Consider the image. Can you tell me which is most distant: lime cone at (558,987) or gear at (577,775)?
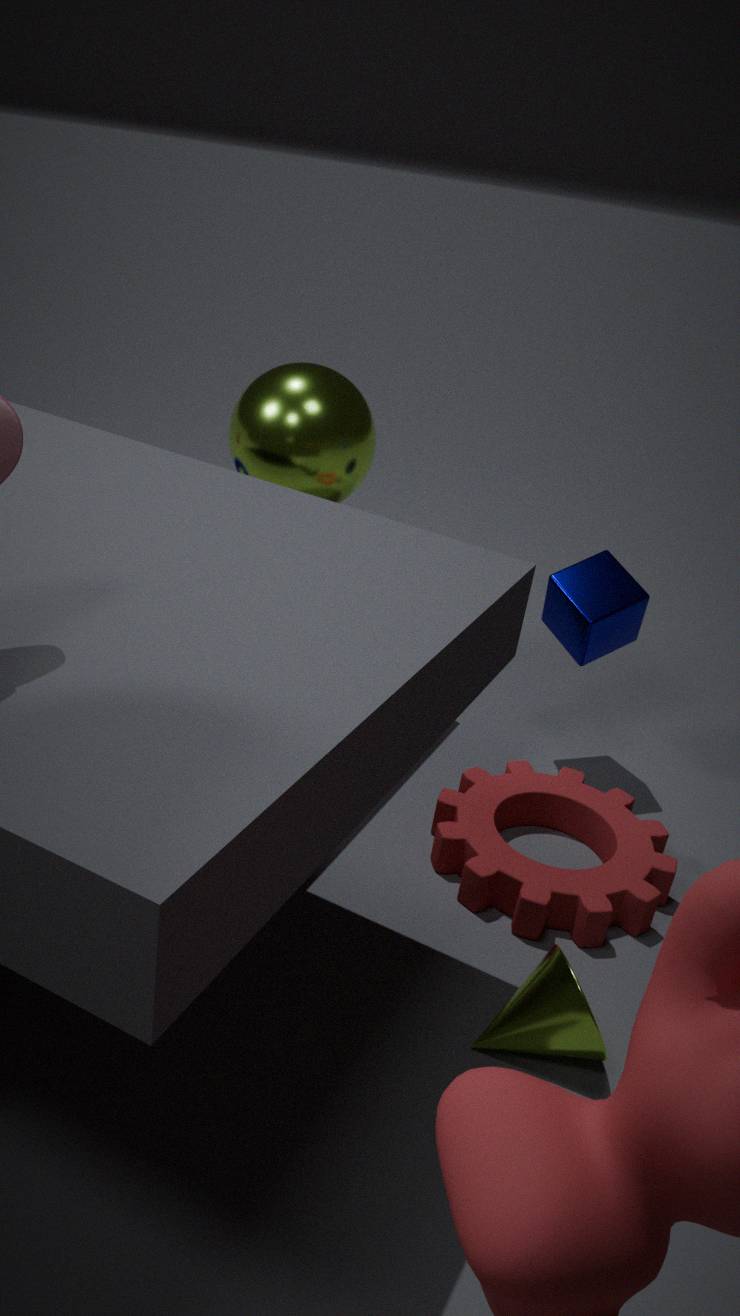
gear at (577,775)
